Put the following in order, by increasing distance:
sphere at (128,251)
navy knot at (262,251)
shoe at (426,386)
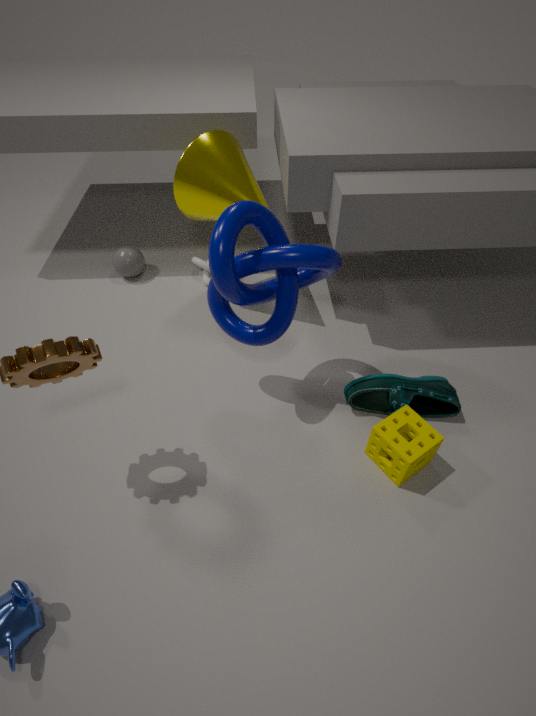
1. navy knot at (262,251)
2. shoe at (426,386)
3. sphere at (128,251)
